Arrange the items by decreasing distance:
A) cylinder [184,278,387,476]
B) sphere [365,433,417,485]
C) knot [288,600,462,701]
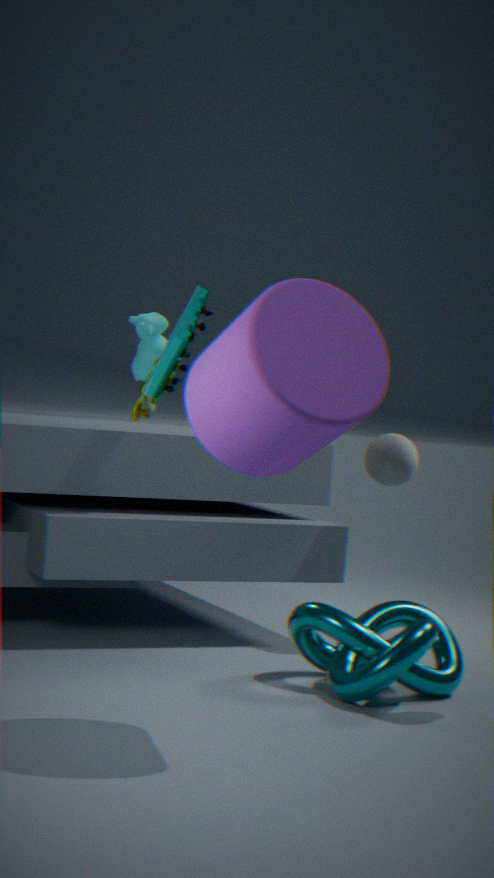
sphere [365,433,417,485], knot [288,600,462,701], cylinder [184,278,387,476]
